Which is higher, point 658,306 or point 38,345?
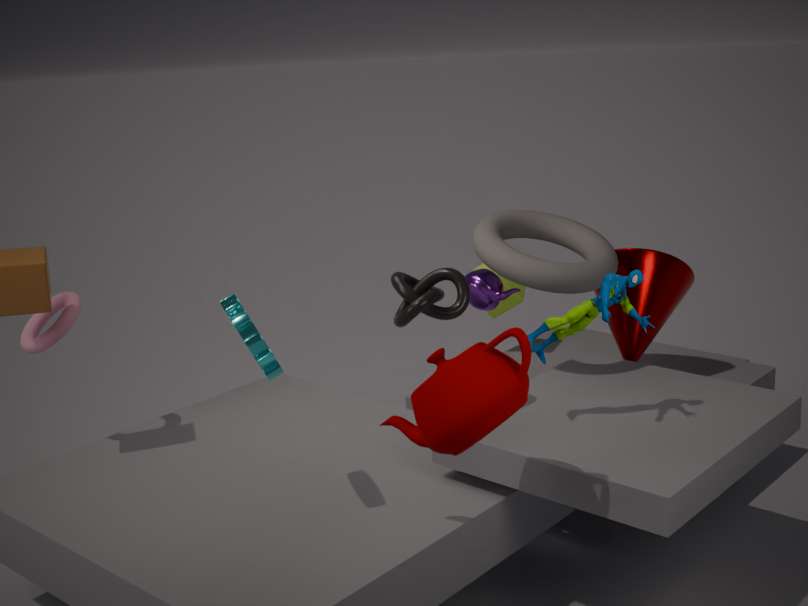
point 38,345
